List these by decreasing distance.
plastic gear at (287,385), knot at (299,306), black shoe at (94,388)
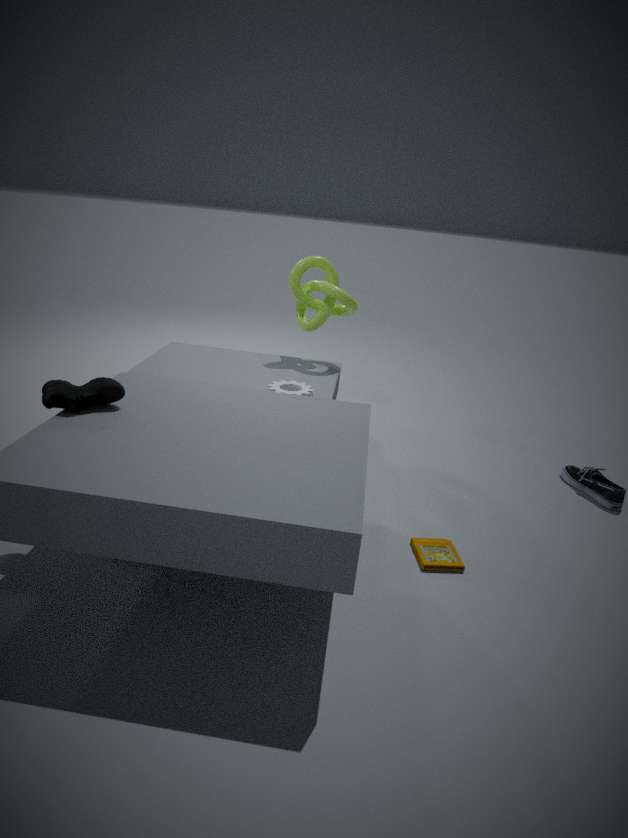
knot at (299,306)
plastic gear at (287,385)
black shoe at (94,388)
